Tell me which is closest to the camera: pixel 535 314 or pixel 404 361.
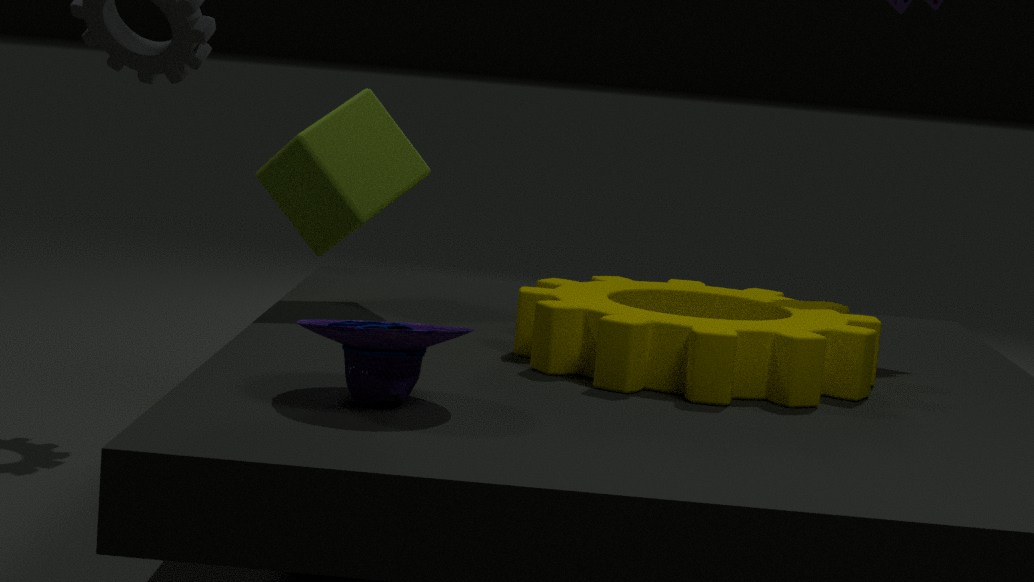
pixel 404 361
